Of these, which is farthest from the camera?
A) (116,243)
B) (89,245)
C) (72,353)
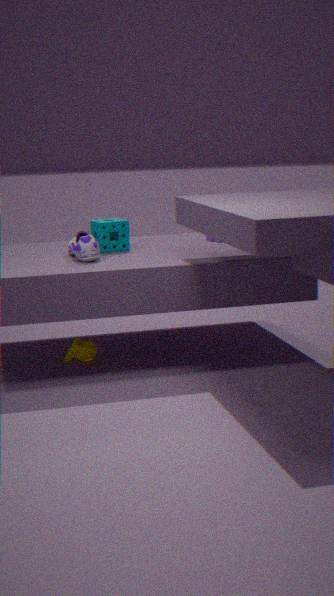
(116,243)
